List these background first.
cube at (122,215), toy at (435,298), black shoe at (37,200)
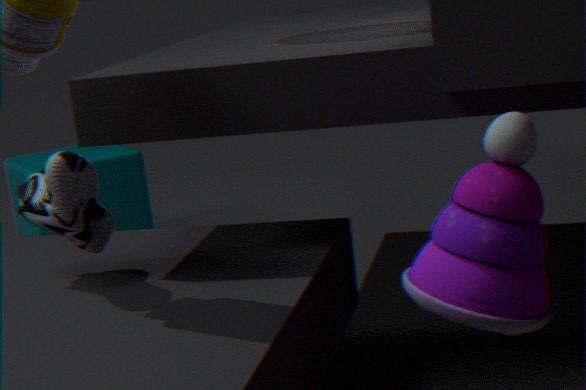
cube at (122,215) → black shoe at (37,200) → toy at (435,298)
